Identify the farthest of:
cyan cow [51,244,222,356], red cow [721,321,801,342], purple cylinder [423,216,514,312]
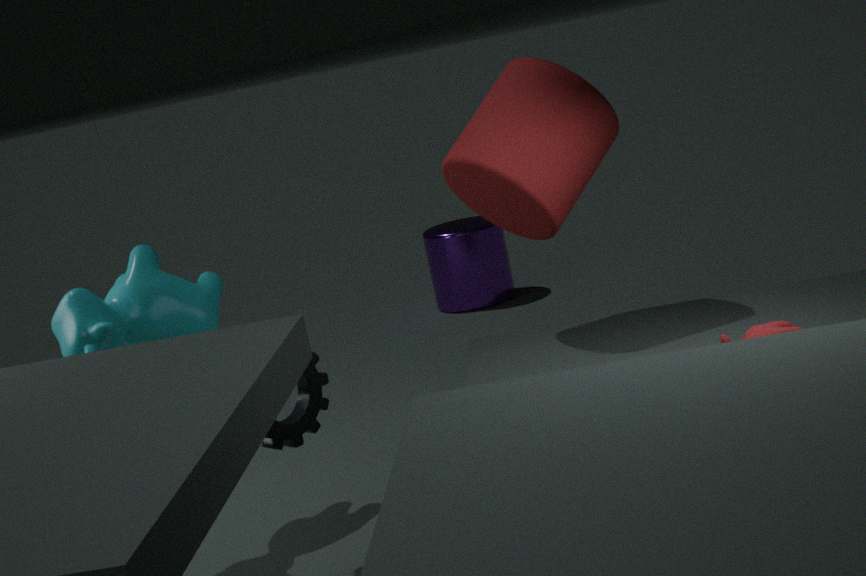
purple cylinder [423,216,514,312]
